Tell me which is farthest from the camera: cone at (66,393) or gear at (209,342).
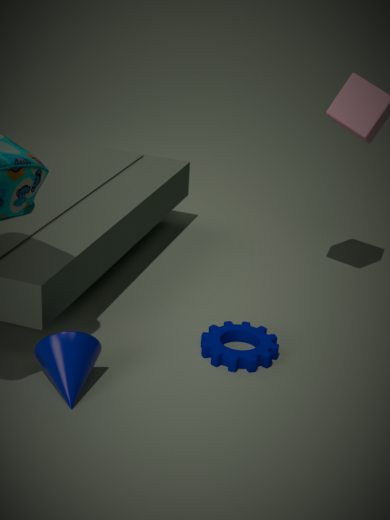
gear at (209,342)
